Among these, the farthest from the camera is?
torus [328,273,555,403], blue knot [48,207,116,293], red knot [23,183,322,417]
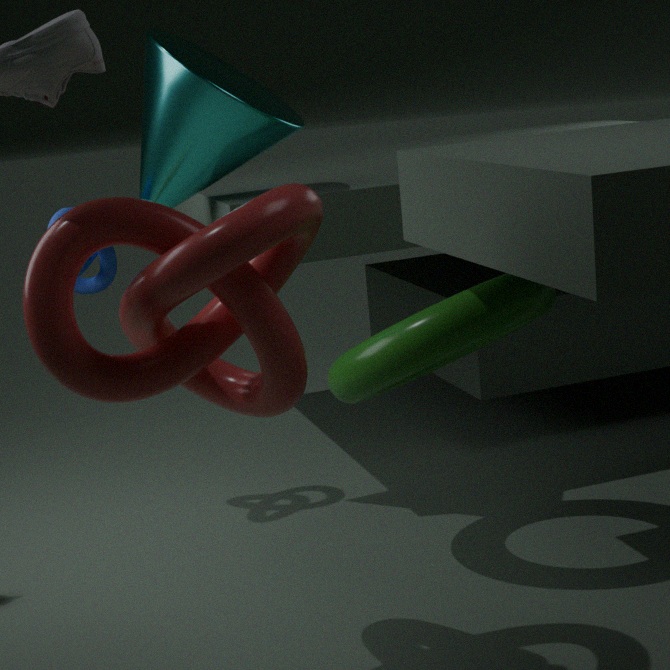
blue knot [48,207,116,293]
